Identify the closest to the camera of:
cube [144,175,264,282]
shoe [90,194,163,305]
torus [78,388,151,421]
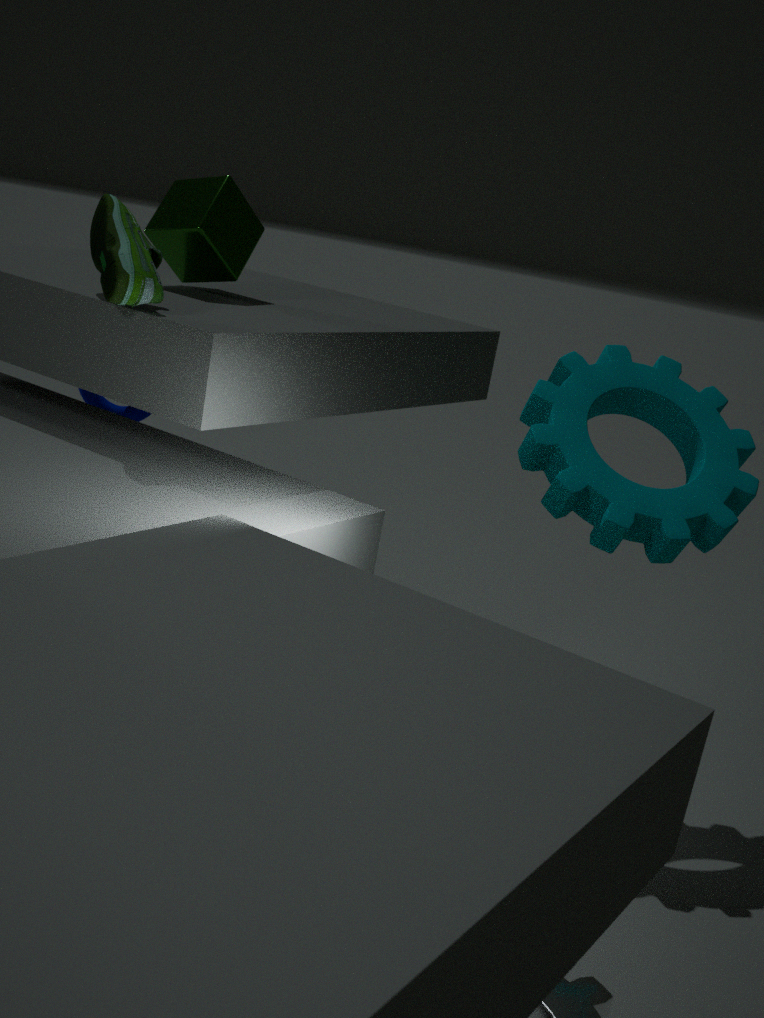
shoe [90,194,163,305]
